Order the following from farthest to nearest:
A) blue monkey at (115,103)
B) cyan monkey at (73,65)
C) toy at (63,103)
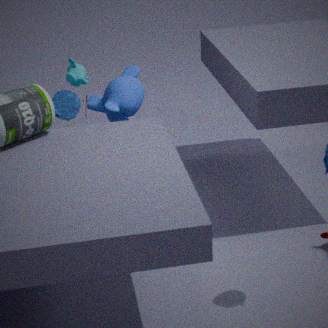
cyan monkey at (73,65) < blue monkey at (115,103) < toy at (63,103)
